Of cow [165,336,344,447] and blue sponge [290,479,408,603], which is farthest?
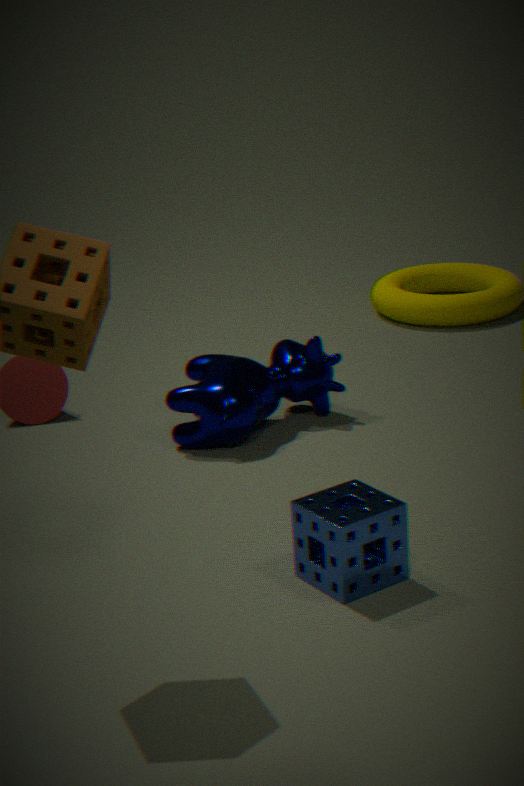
cow [165,336,344,447]
